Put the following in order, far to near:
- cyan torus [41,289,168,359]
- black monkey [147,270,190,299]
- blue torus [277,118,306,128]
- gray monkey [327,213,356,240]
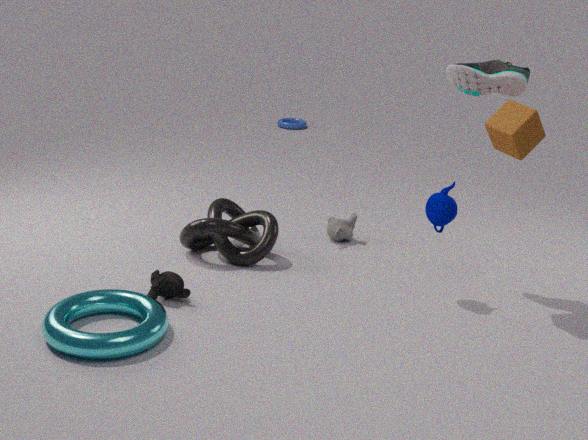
blue torus [277,118,306,128] → gray monkey [327,213,356,240] → black monkey [147,270,190,299] → cyan torus [41,289,168,359]
